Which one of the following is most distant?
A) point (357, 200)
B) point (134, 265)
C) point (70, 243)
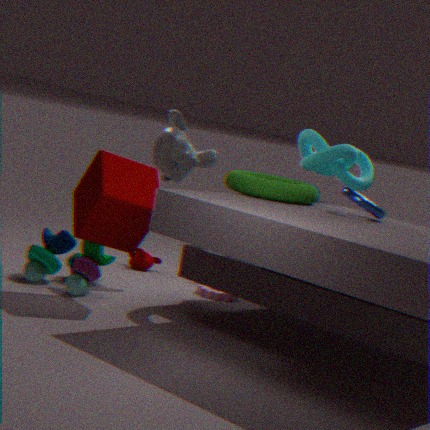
point (134, 265)
